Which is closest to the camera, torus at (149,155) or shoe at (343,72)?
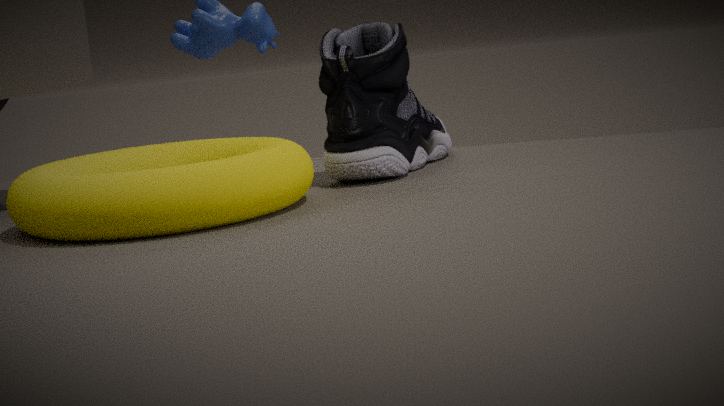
torus at (149,155)
